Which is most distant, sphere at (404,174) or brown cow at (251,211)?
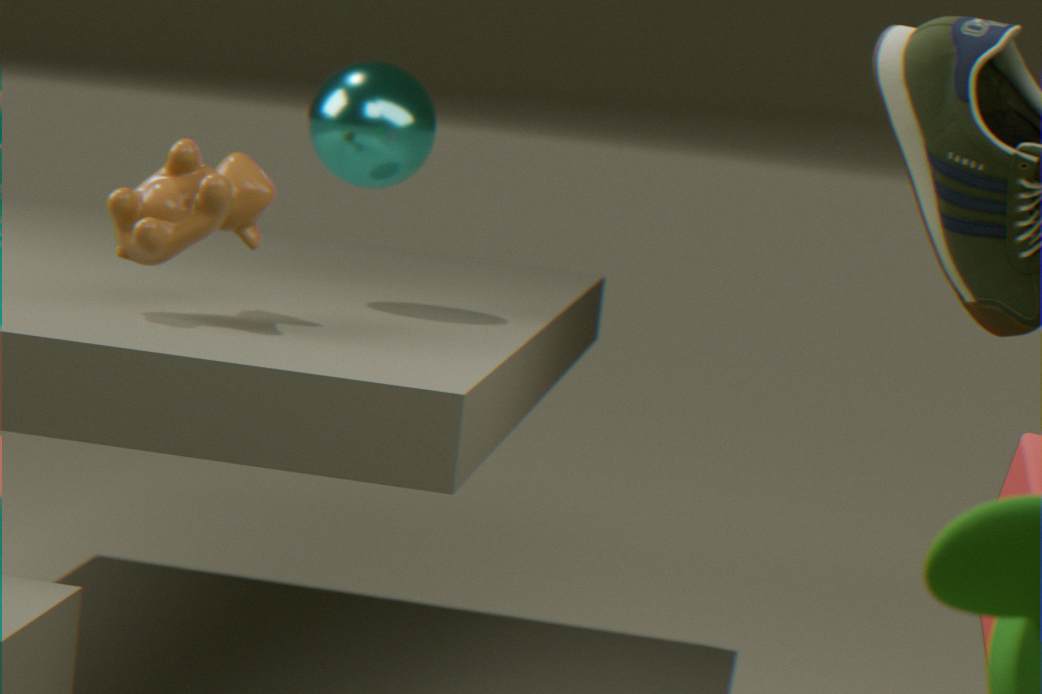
sphere at (404,174)
